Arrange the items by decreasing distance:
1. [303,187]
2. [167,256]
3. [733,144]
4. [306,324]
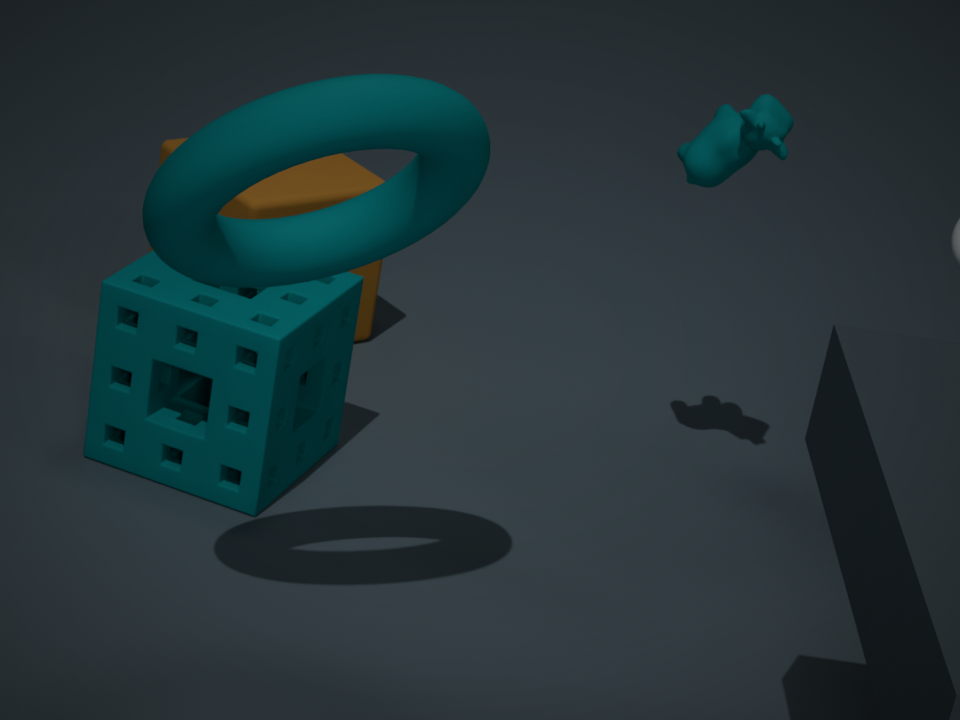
[303,187] < [733,144] < [306,324] < [167,256]
